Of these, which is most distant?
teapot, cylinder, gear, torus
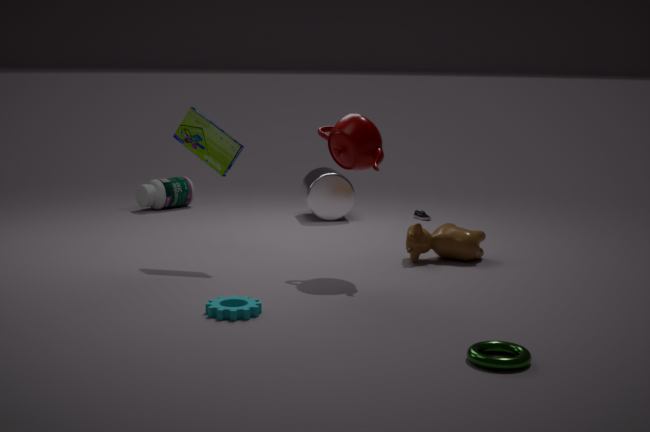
cylinder
